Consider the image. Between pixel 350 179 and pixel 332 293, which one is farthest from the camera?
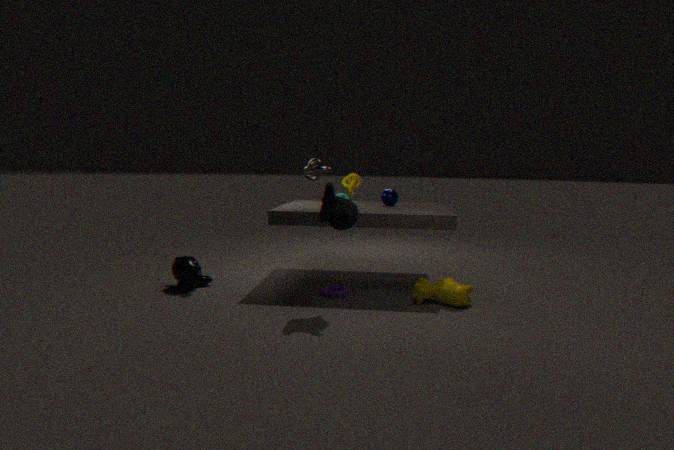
pixel 350 179
